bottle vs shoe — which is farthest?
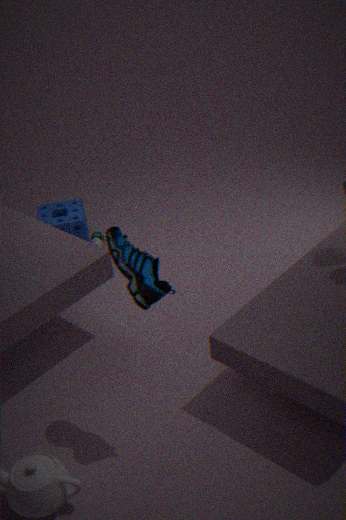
bottle
